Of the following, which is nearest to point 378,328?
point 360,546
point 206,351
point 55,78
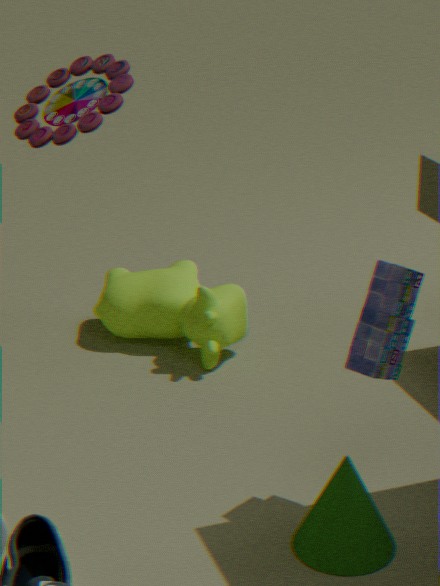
point 360,546
